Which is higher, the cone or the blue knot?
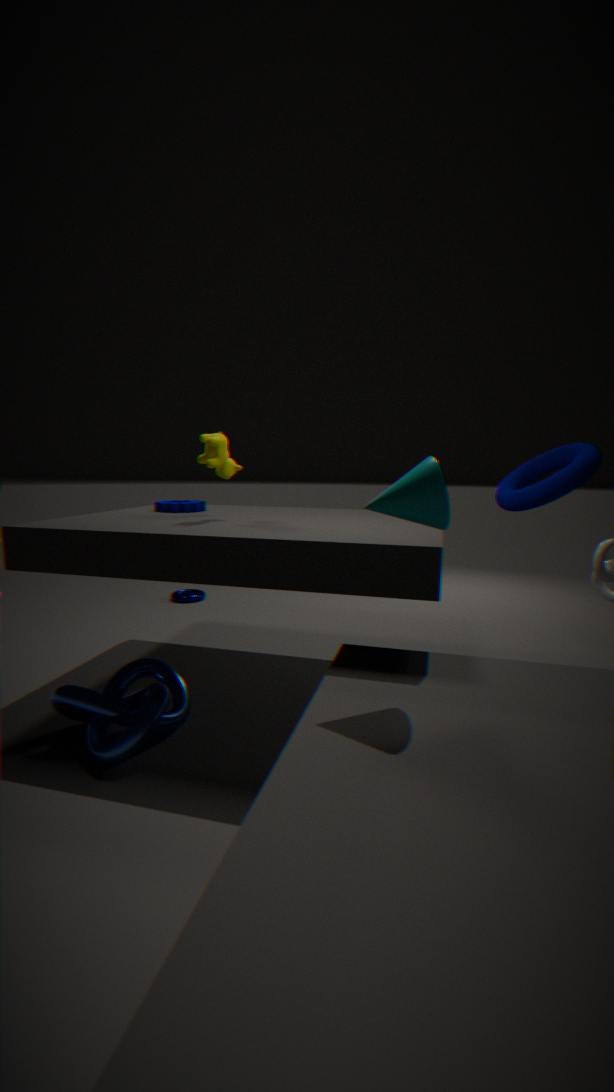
the cone
